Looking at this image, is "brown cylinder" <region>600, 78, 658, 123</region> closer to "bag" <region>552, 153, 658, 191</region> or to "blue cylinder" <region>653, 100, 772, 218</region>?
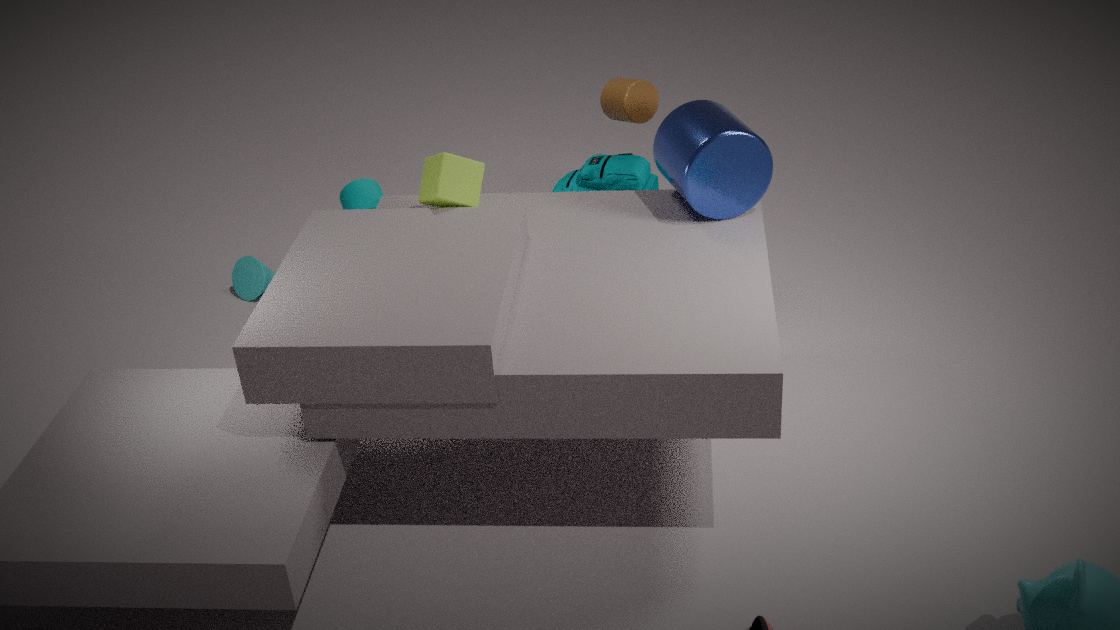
"blue cylinder" <region>653, 100, 772, 218</region>
